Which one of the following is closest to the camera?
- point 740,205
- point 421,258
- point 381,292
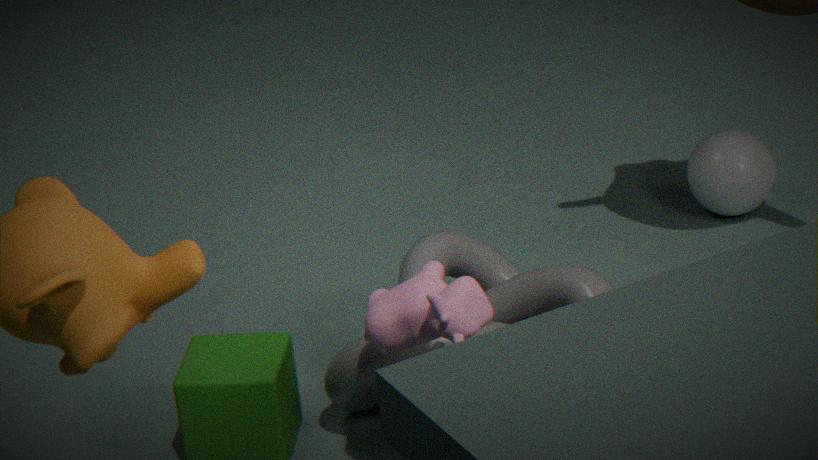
point 381,292
